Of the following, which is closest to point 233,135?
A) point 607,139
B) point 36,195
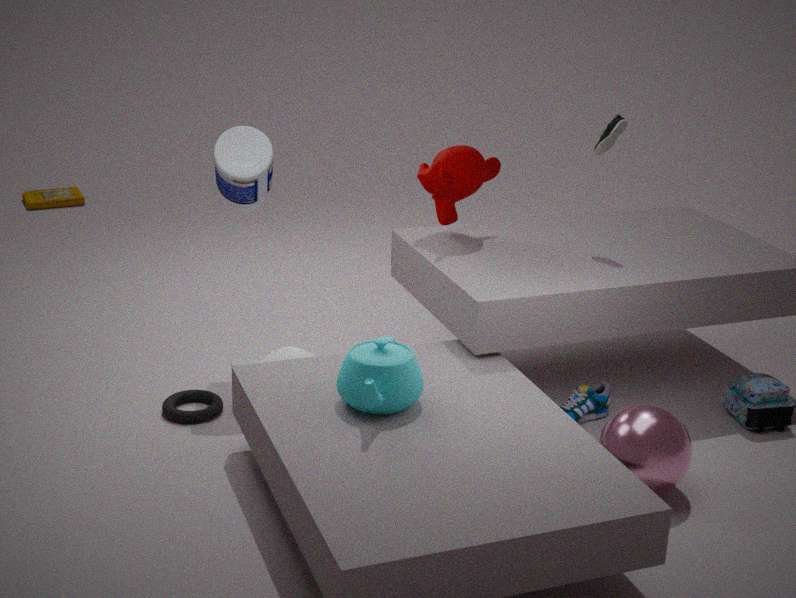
point 607,139
